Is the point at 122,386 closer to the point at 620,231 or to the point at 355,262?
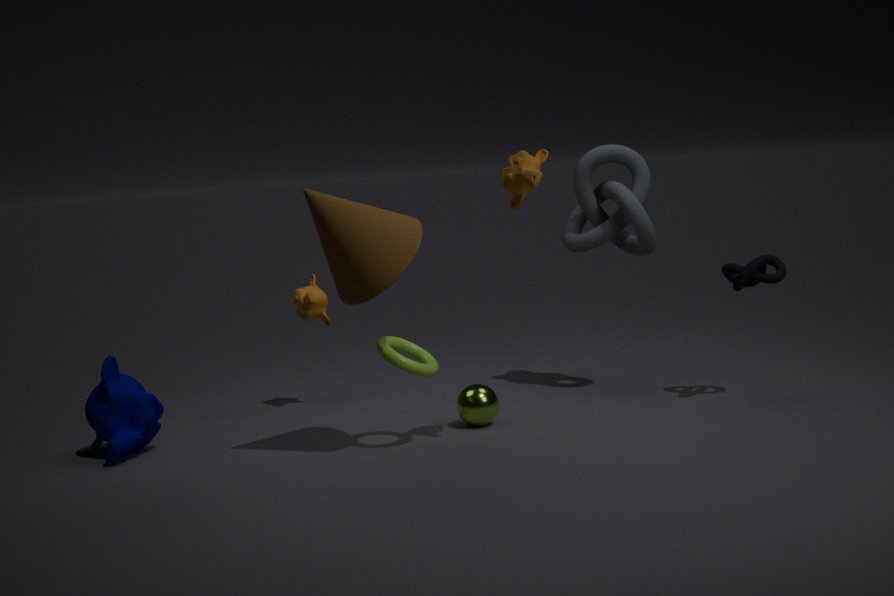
the point at 355,262
